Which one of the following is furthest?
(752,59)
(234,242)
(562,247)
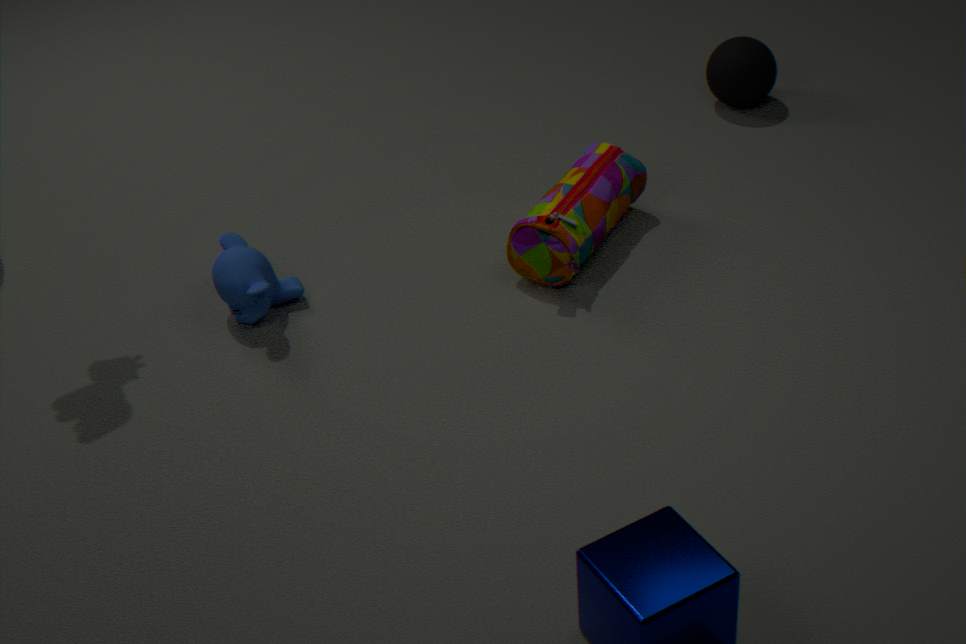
(752,59)
